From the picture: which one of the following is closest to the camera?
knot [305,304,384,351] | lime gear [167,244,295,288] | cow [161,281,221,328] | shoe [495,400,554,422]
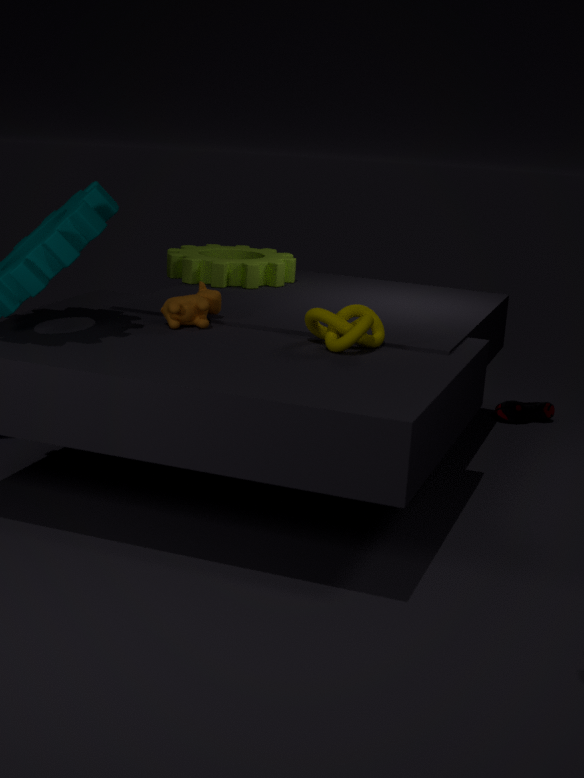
knot [305,304,384,351]
